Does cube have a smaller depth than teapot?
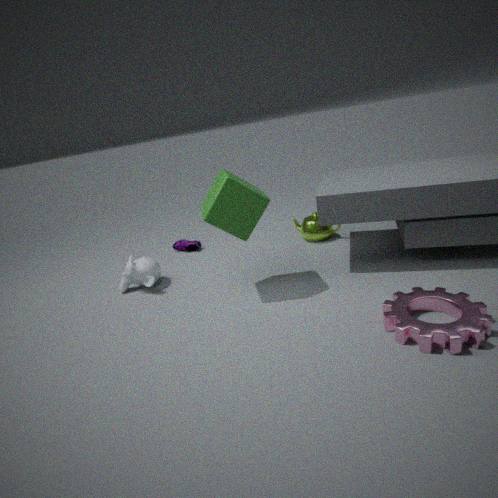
Yes
